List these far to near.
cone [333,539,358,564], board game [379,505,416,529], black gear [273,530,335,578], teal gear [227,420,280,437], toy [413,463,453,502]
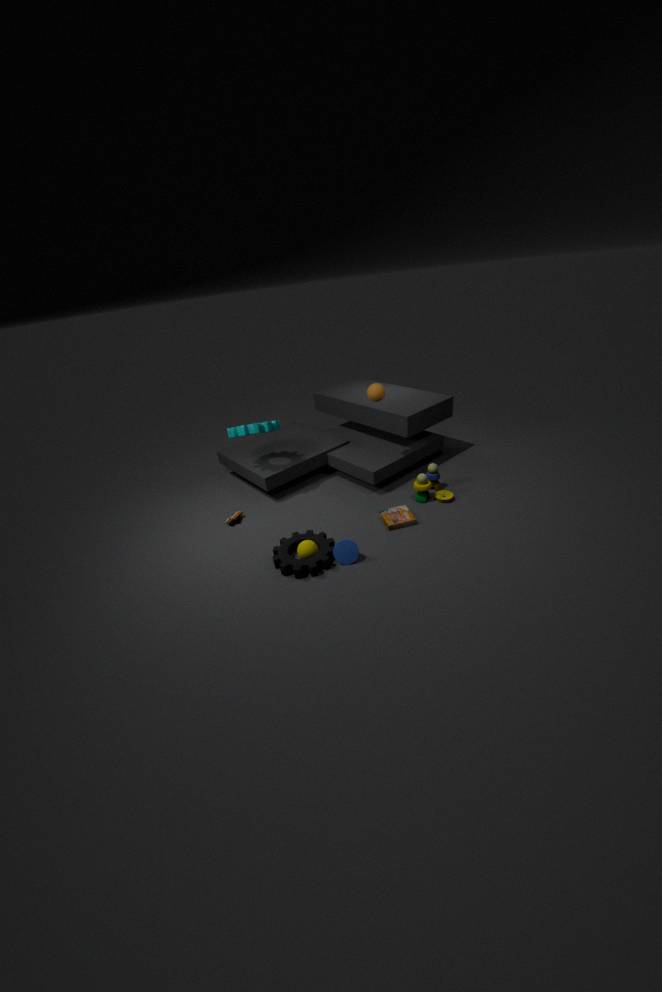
1. teal gear [227,420,280,437]
2. toy [413,463,453,502]
3. board game [379,505,416,529]
4. cone [333,539,358,564]
5. black gear [273,530,335,578]
